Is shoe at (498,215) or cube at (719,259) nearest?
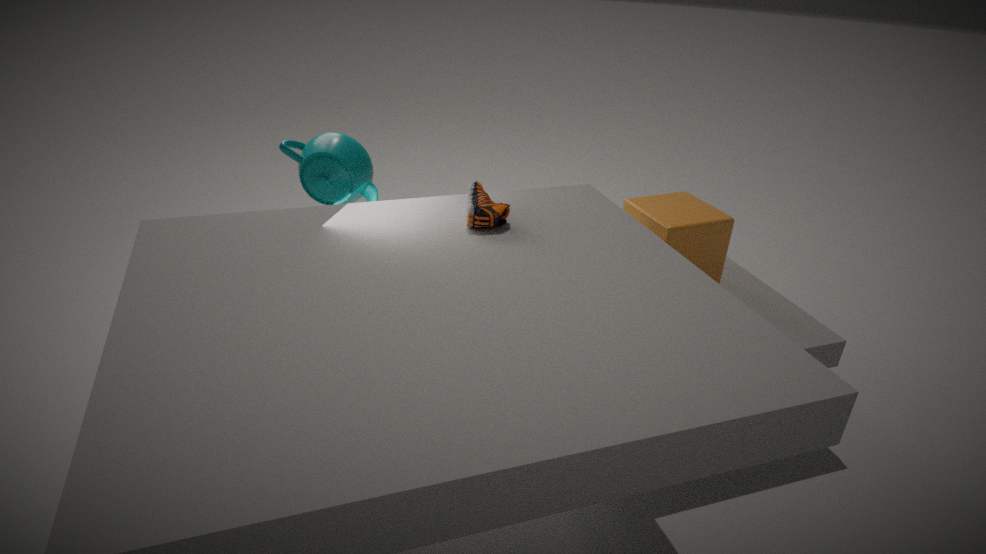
shoe at (498,215)
